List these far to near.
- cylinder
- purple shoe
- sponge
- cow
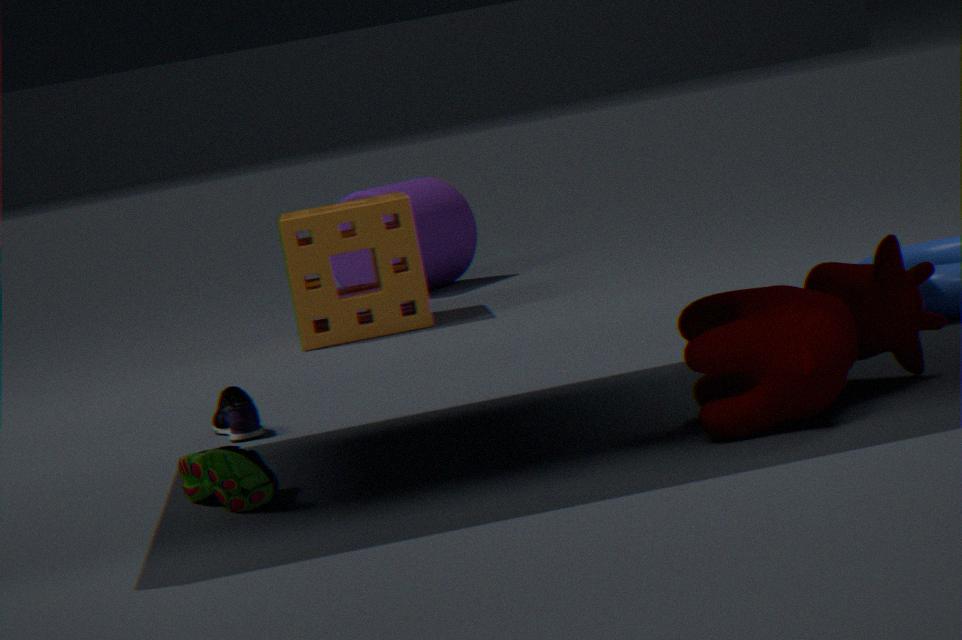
cylinder → sponge → purple shoe → cow
